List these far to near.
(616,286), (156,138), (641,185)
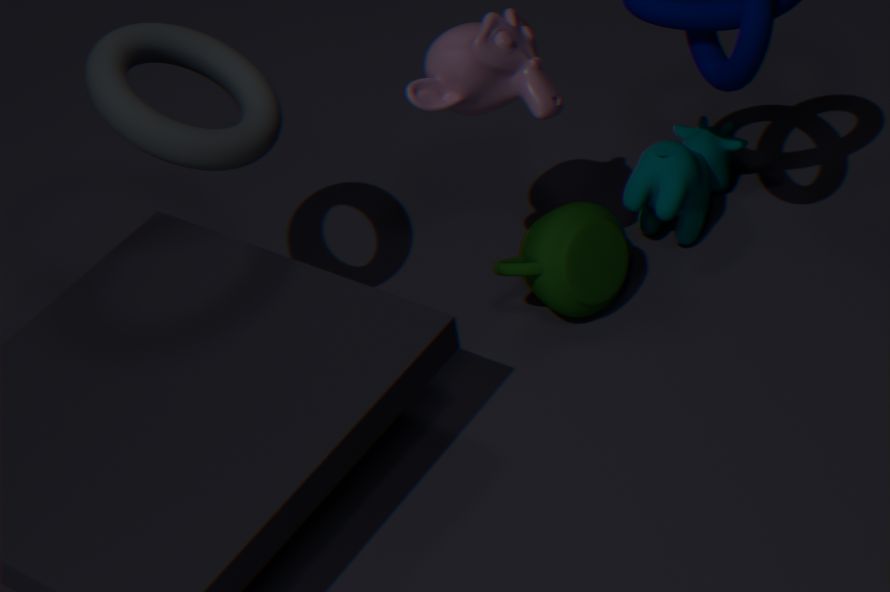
(641,185) → (616,286) → (156,138)
